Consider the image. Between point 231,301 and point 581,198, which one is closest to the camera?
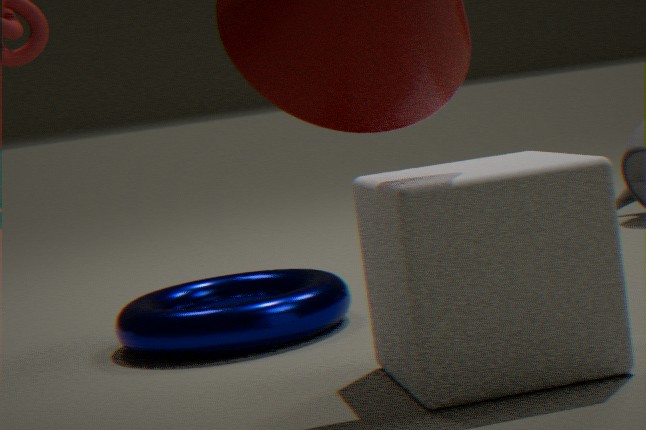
point 581,198
